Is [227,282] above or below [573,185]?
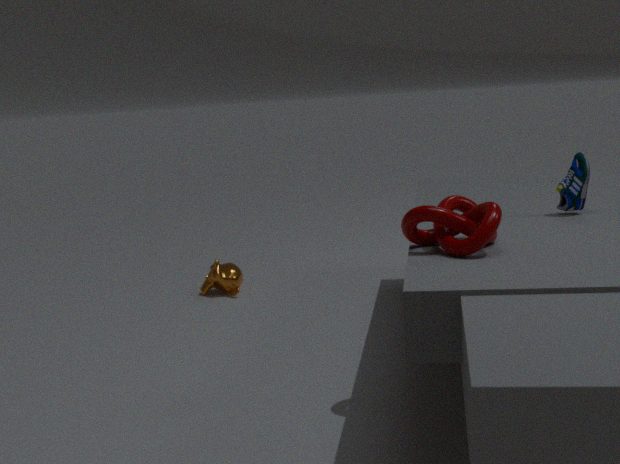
below
